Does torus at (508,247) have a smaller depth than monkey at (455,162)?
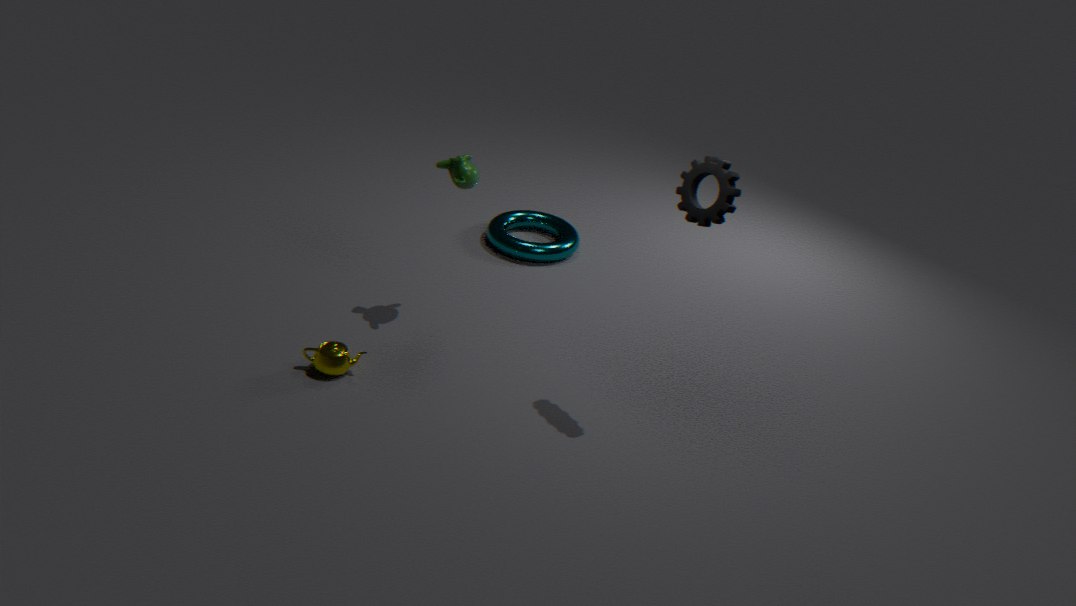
No
